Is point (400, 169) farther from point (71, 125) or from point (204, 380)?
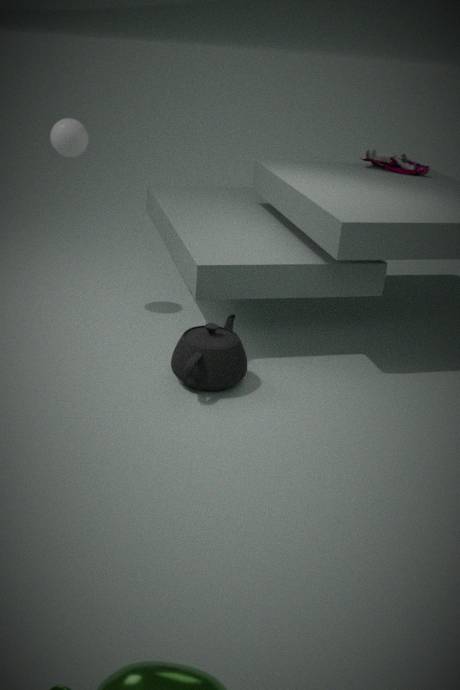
point (71, 125)
